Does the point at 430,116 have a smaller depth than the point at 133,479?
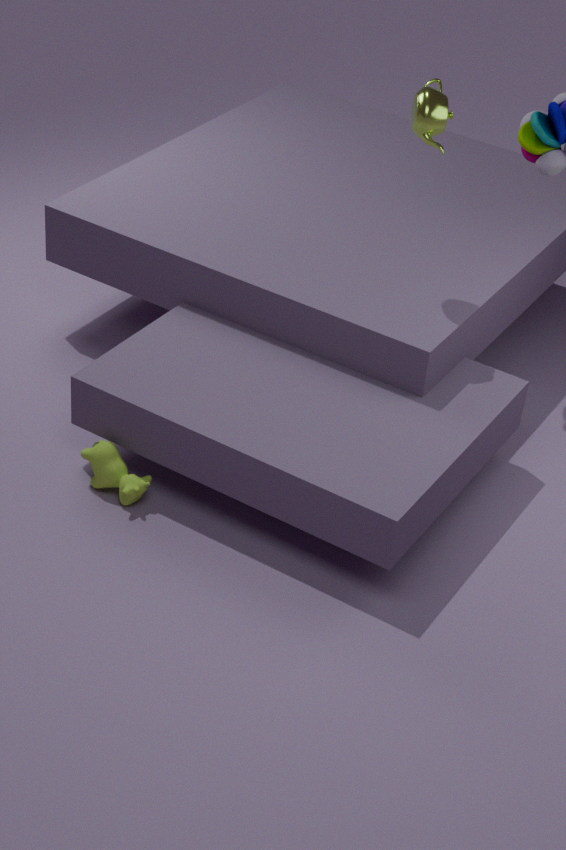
No
